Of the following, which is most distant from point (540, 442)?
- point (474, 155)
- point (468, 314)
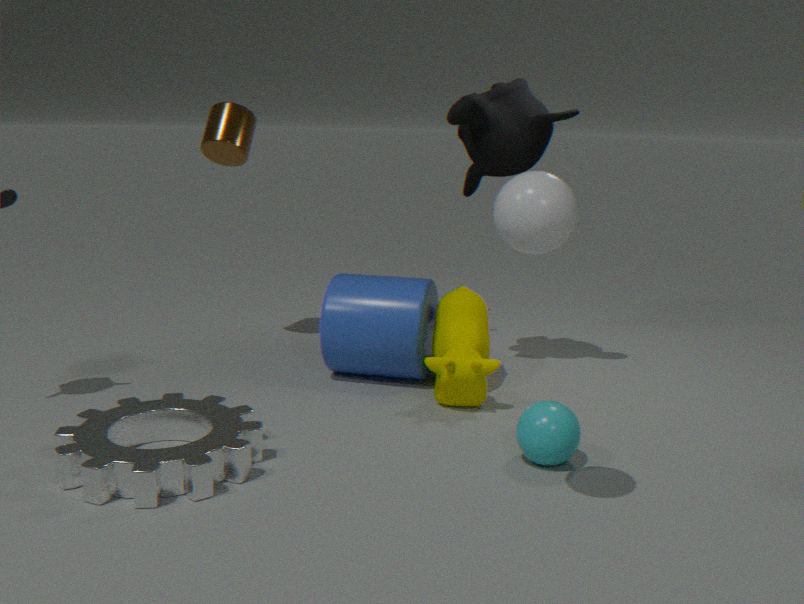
point (474, 155)
